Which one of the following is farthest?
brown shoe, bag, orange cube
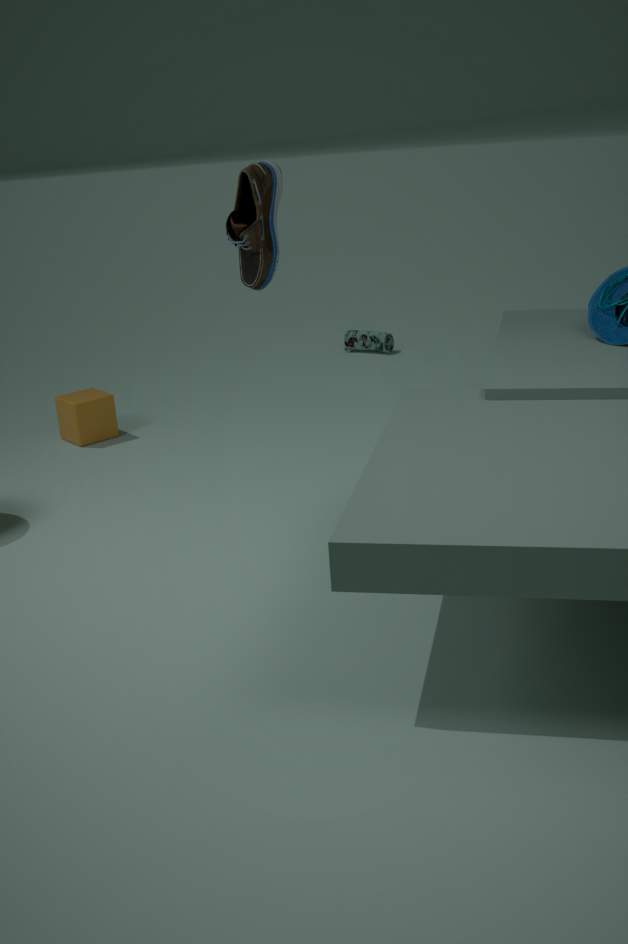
bag
